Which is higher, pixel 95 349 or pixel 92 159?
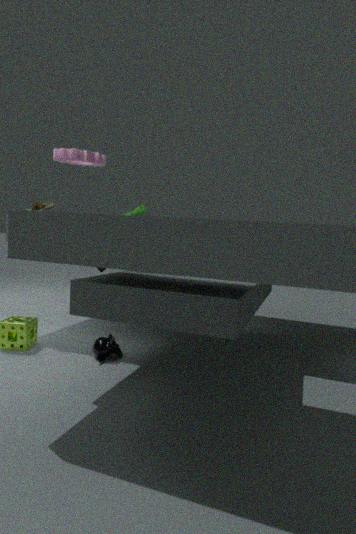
pixel 92 159
